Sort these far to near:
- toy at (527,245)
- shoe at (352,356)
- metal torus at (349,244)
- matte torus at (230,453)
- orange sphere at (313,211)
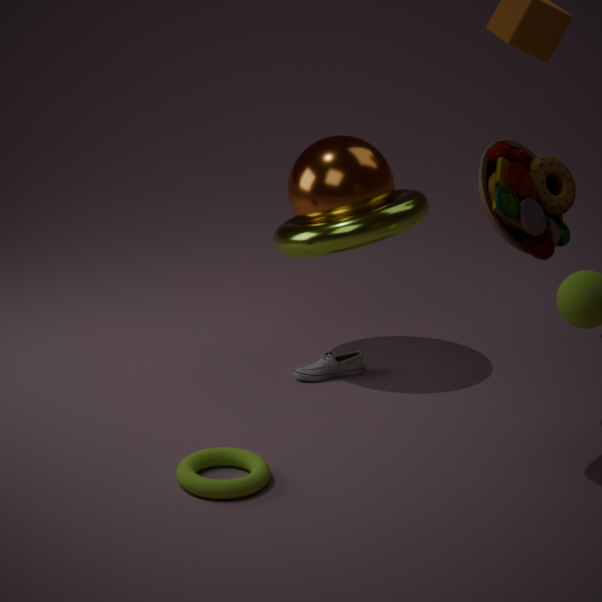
shoe at (352,356), orange sphere at (313,211), metal torus at (349,244), matte torus at (230,453), toy at (527,245)
